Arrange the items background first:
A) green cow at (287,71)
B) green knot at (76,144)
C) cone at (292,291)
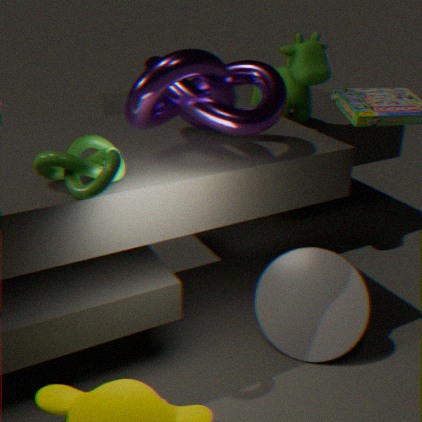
green cow at (287,71)
cone at (292,291)
green knot at (76,144)
